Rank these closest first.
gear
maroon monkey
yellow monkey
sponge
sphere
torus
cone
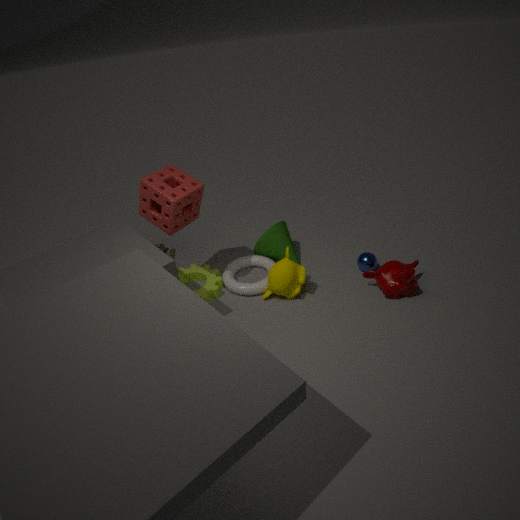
sponge → maroon monkey → yellow monkey → torus → gear → sphere → cone
